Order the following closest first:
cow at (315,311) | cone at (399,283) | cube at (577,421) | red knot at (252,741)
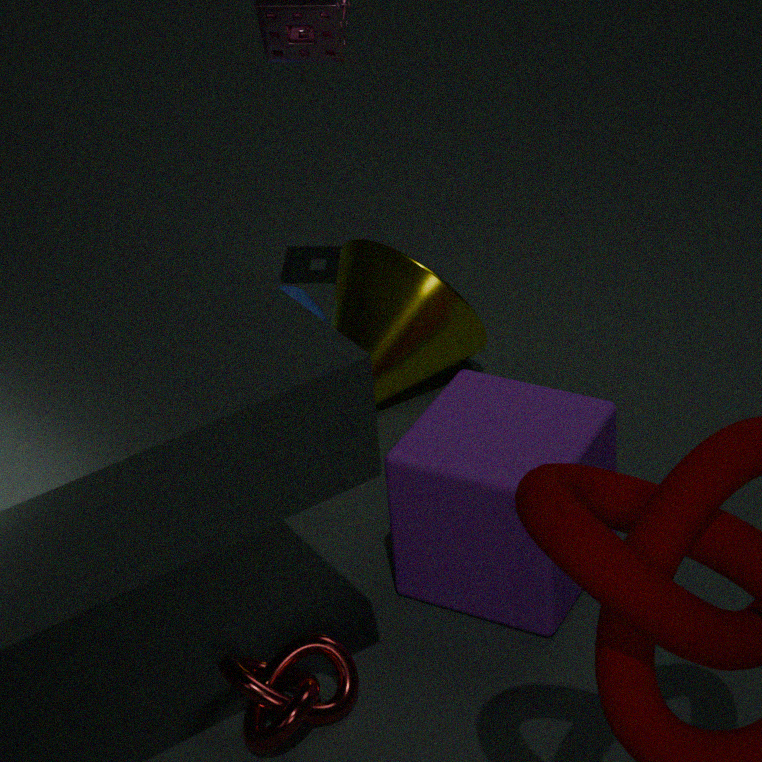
1. red knot at (252,741)
2. cube at (577,421)
3. cone at (399,283)
4. cow at (315,311)
